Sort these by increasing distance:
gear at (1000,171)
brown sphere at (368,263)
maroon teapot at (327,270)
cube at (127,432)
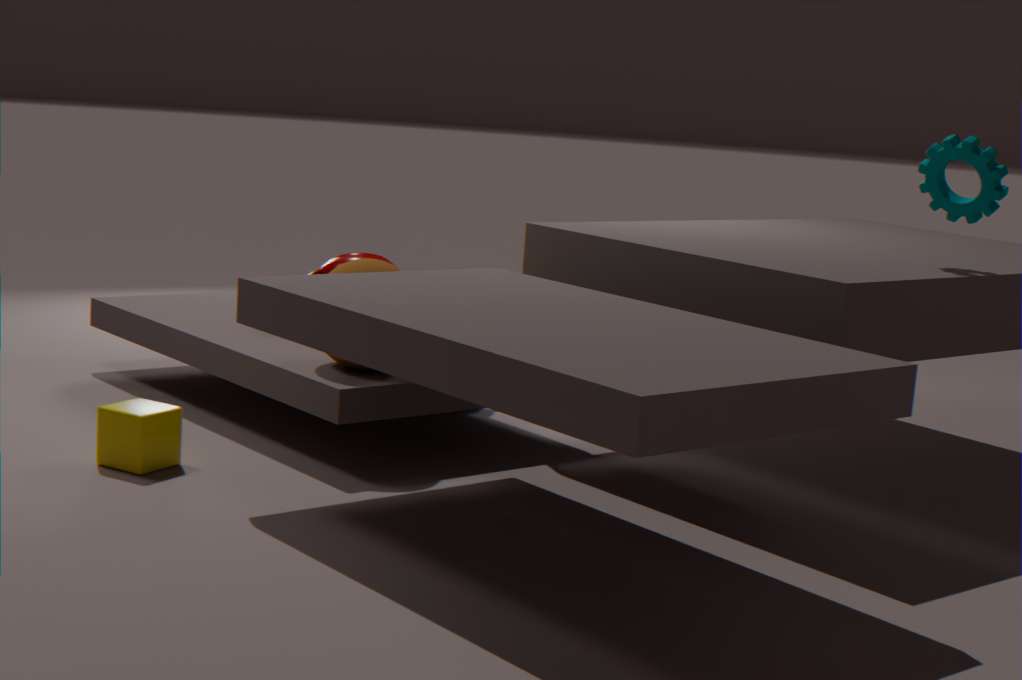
cube at (127,432), gear at (1000,171), brown sphere at (368,263), maroon teapot at (327,270)
